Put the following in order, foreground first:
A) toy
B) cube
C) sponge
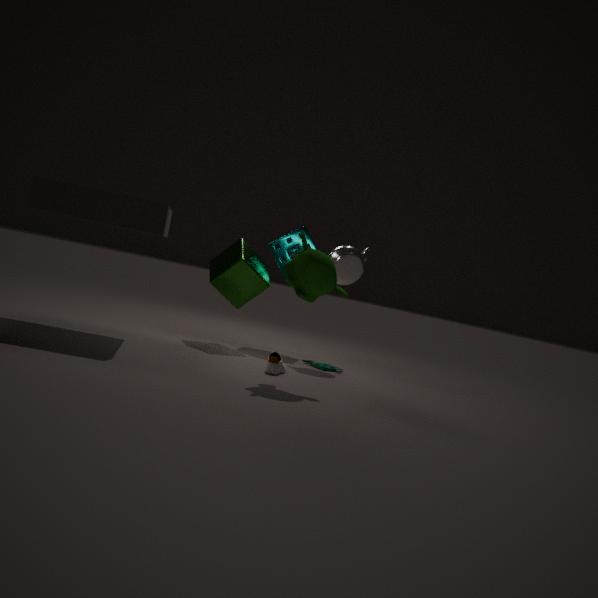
cube, toy, sponge
